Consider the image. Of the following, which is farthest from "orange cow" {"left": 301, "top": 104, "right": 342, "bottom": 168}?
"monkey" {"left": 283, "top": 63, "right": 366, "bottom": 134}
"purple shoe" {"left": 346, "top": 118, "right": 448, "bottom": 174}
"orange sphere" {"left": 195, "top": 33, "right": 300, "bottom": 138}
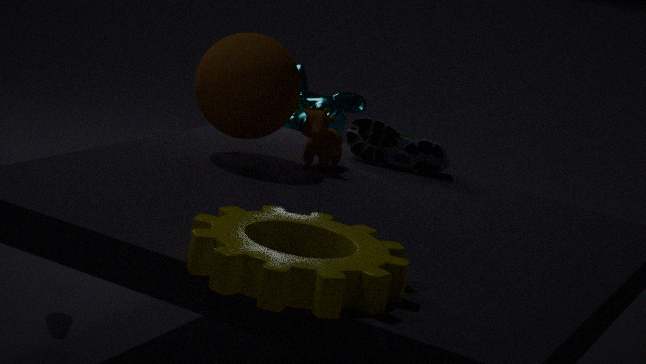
"monkey" {"left": 283, "top": 63, "right": 366, "bottom": 134}
